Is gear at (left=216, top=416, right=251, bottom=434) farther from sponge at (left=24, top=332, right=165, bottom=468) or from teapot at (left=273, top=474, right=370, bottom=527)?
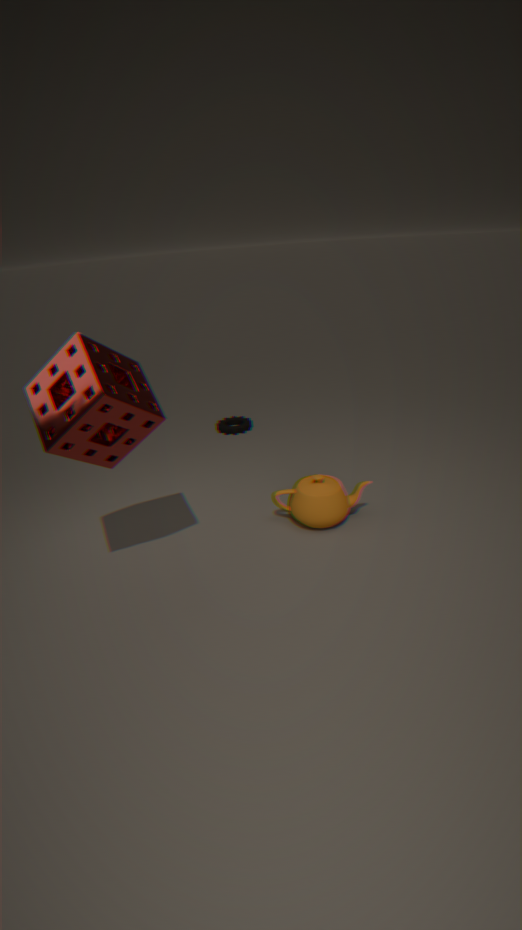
sponge at (left=24, top=332, right=165, bottom=468)
